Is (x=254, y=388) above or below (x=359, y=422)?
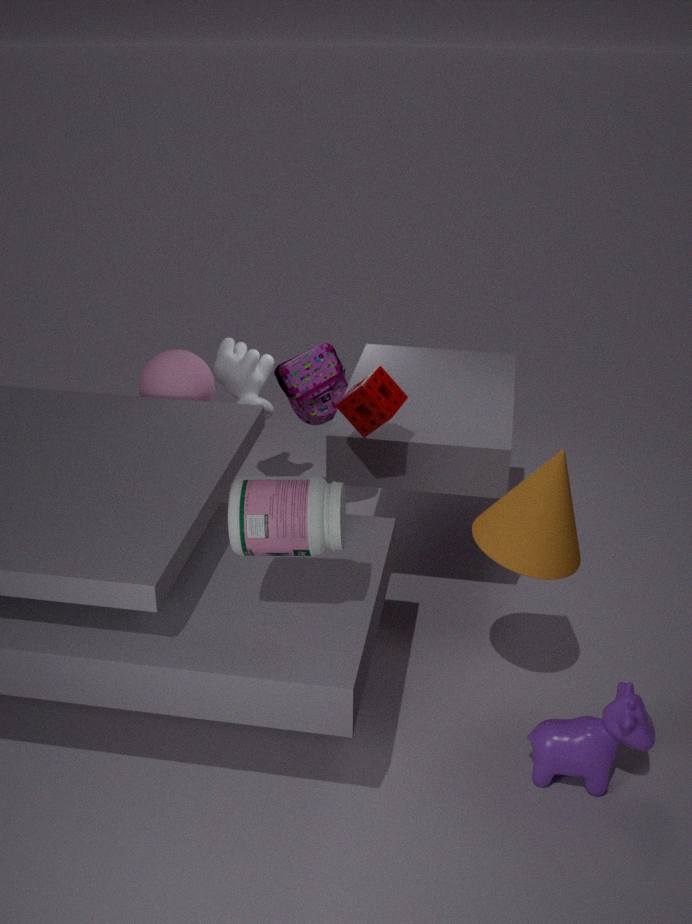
below
